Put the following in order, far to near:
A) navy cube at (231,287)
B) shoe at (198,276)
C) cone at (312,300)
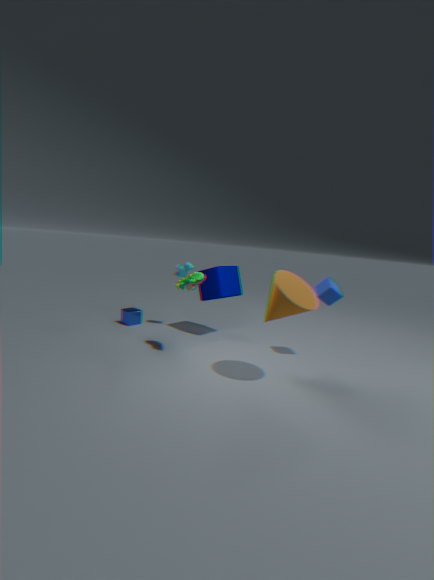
navy cube at (231,287), shoe at (198,276), cone at (312,300)
